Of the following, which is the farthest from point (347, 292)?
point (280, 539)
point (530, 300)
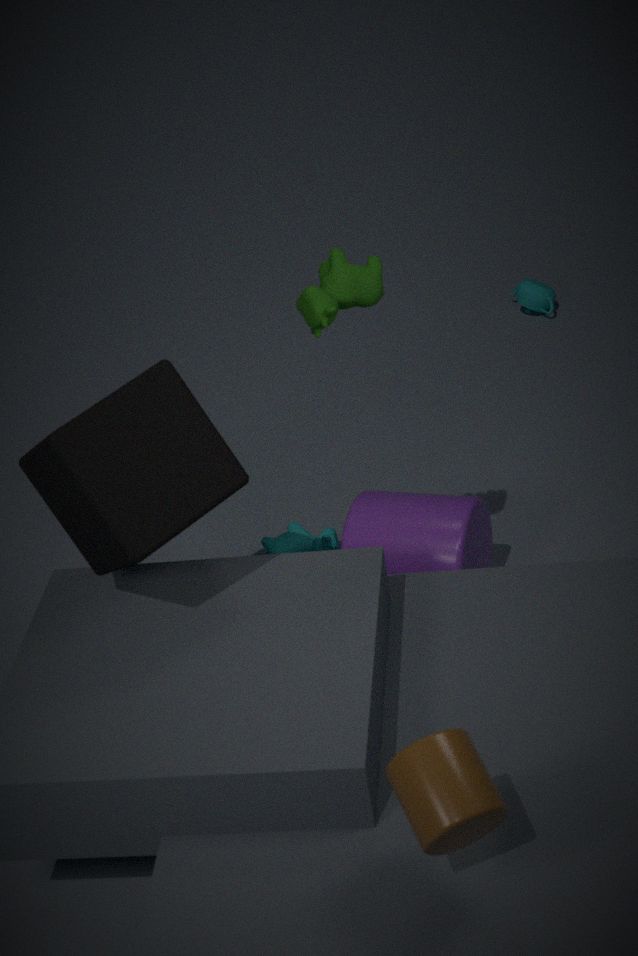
point (530, 300)
